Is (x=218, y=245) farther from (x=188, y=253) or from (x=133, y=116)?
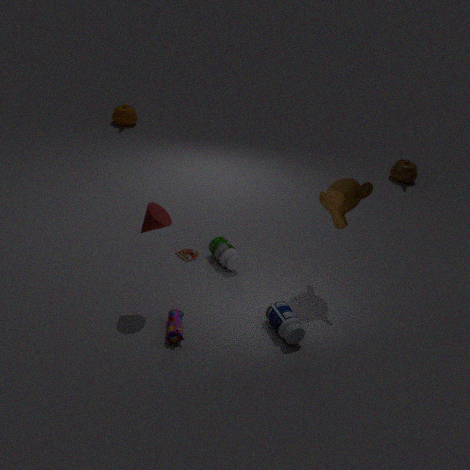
(x=133, y=116)
